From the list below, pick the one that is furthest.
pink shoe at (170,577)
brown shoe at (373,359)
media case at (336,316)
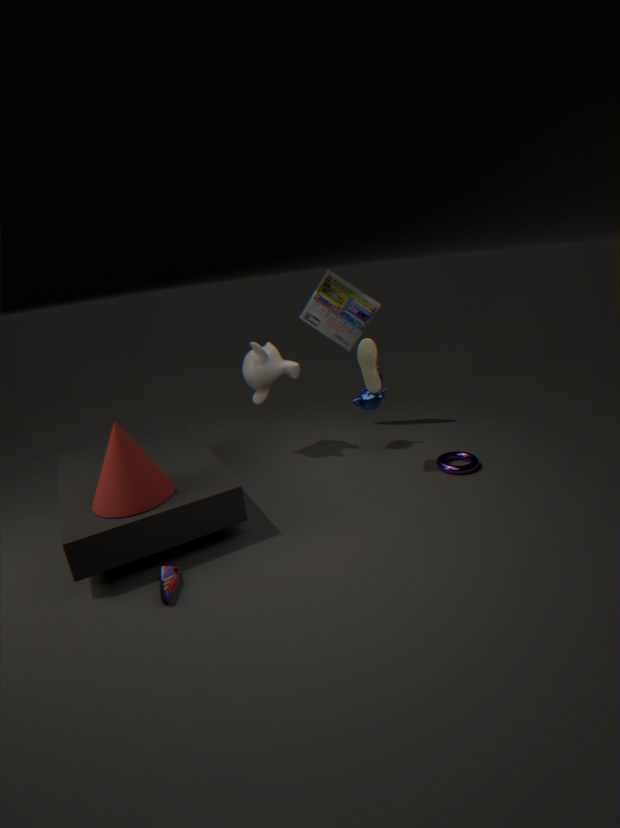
media case at (336,316)
